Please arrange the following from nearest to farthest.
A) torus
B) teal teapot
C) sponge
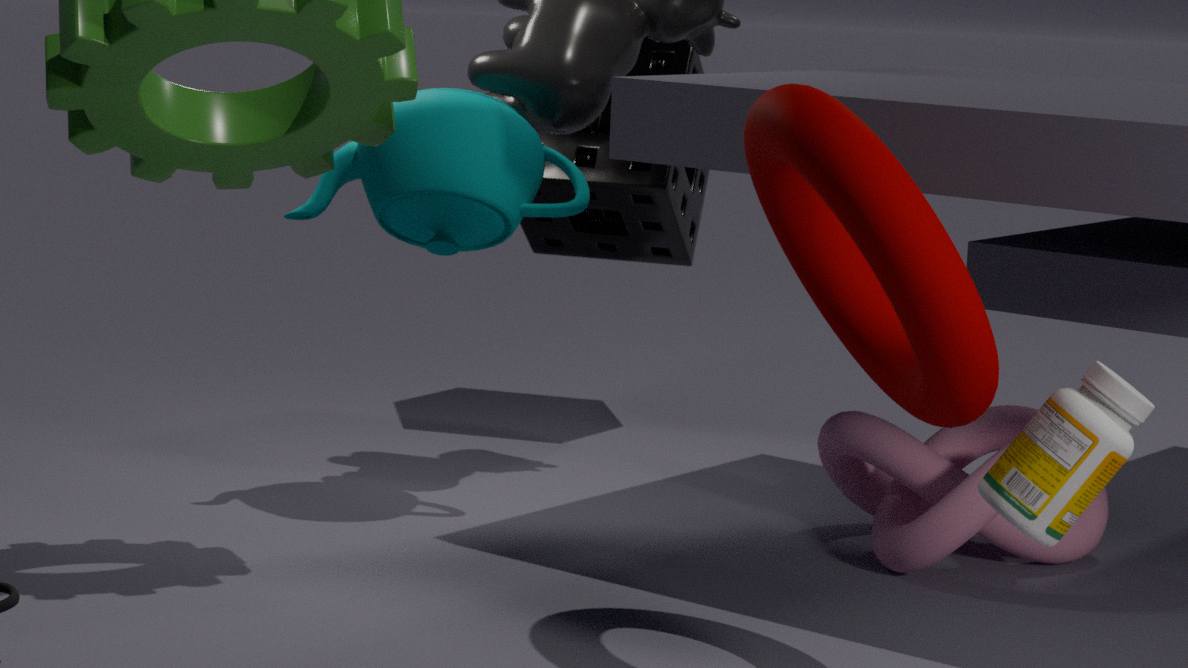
torus < teal teapot < sponge
